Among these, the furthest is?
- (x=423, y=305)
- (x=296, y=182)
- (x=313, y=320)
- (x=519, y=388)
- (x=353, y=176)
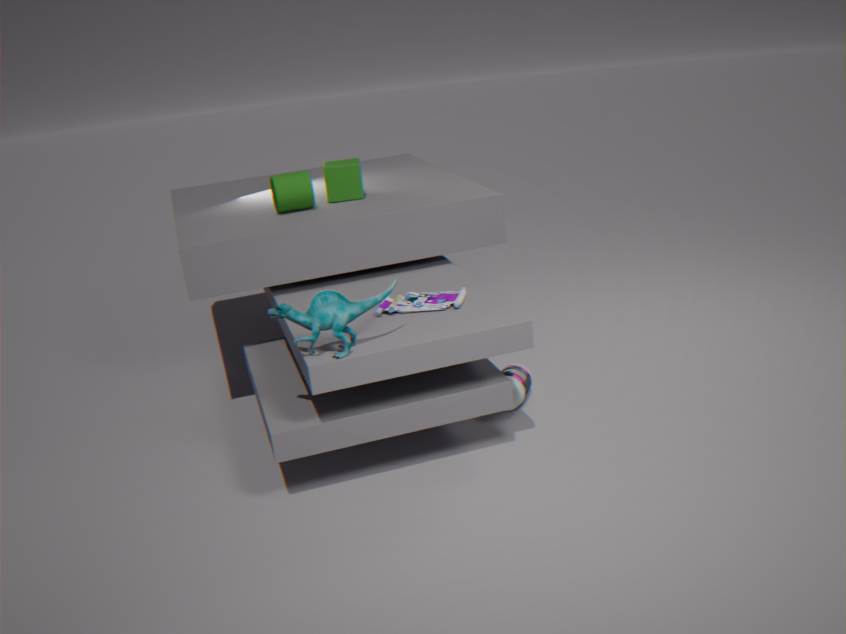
(x=353, y=176)
